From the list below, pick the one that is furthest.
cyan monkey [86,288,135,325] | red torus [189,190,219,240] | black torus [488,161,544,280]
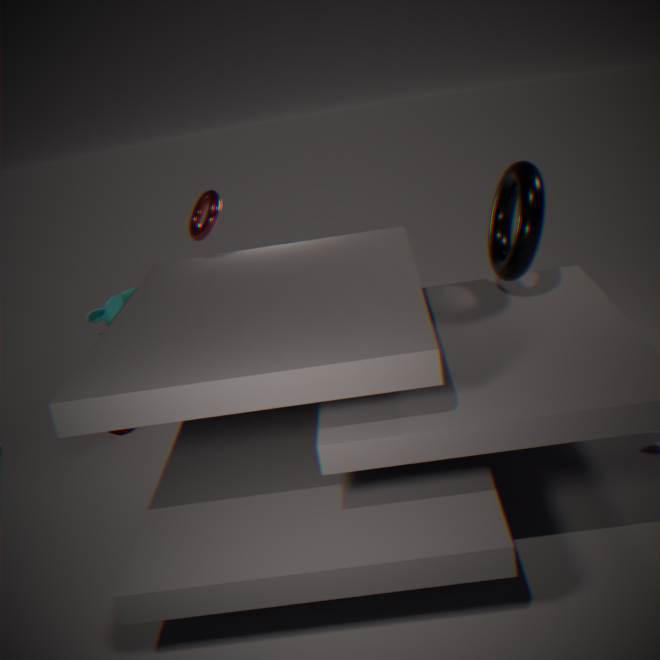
cyan monkey [86,288,135,325]
